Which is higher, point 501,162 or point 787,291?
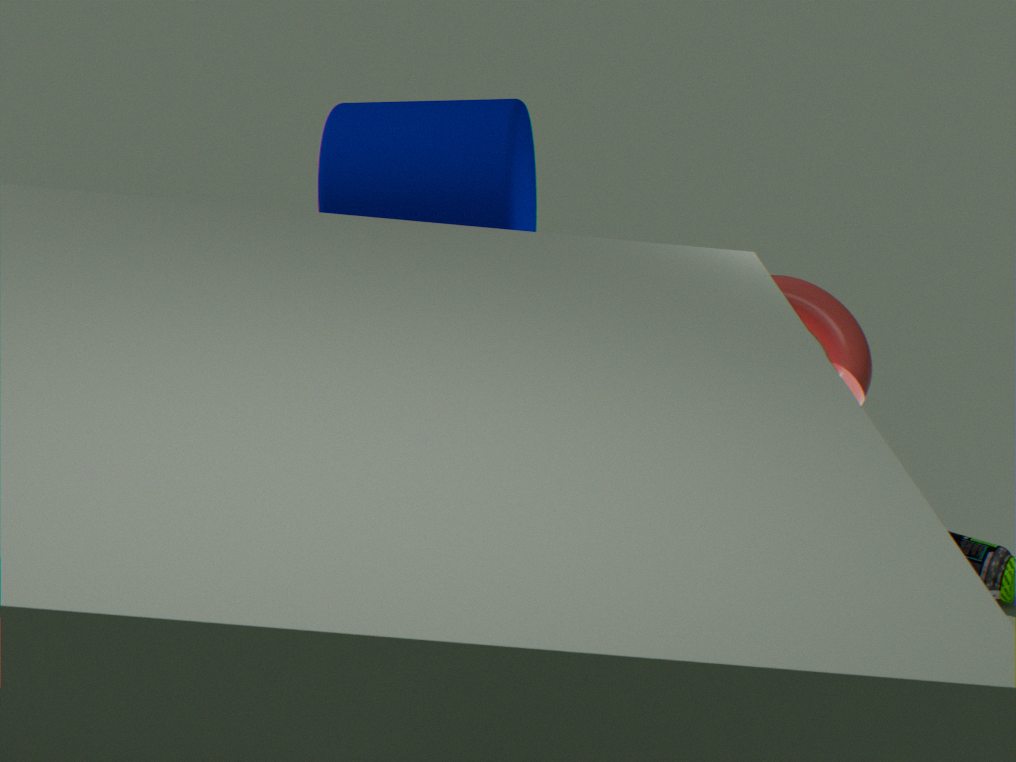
point 501,162
